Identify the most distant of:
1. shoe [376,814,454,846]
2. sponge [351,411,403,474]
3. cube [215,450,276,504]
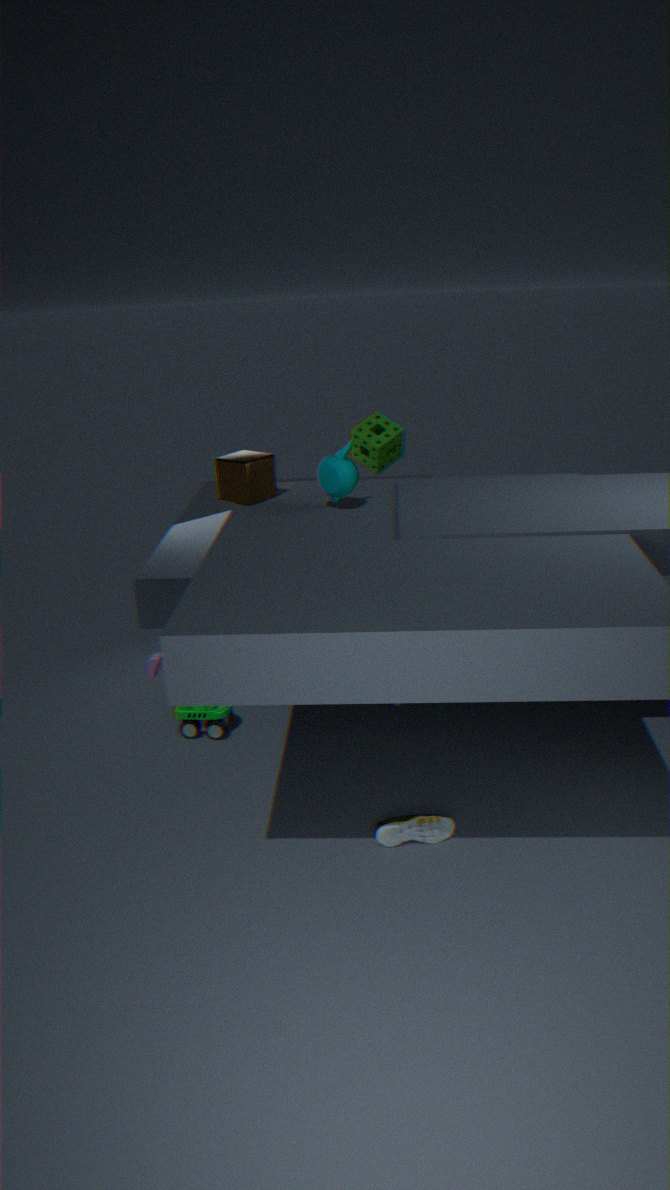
sponge [351,411,403,474]
